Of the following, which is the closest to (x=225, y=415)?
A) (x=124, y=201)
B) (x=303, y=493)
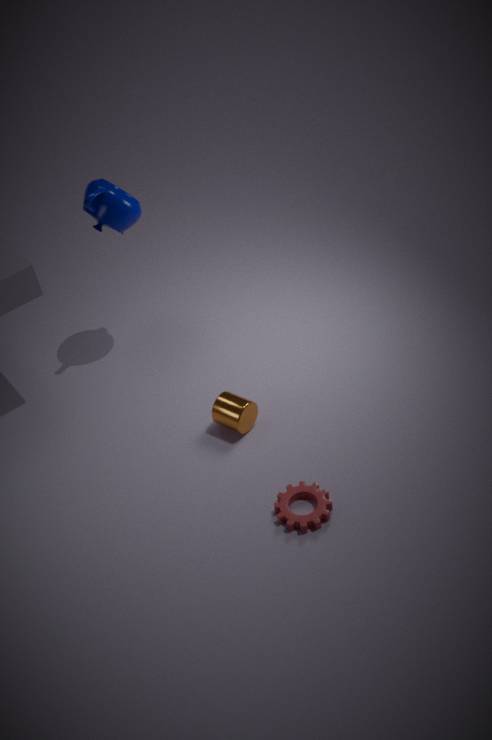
(x=303, y=493)
